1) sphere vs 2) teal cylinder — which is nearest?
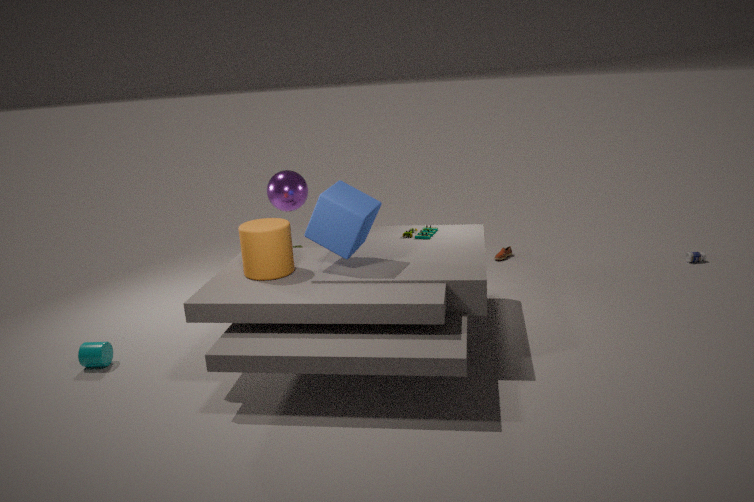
2. teal cylinder
